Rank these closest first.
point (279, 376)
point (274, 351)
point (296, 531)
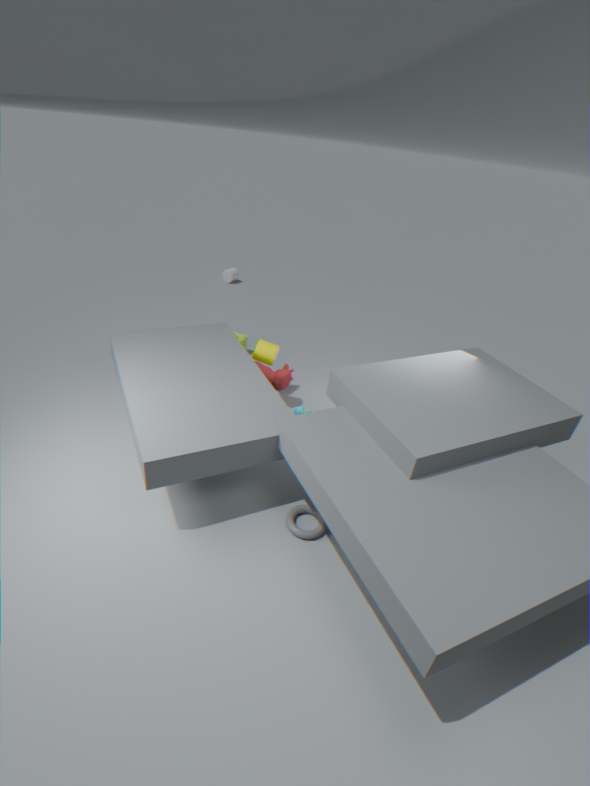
point (296, 531) → point (274, 351) → point (279, 376)
